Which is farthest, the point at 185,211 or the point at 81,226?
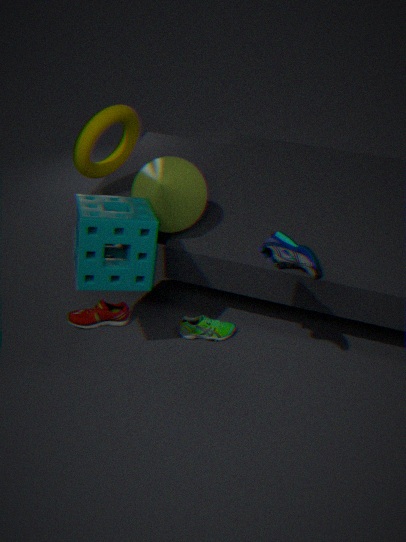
the point at 185,211
